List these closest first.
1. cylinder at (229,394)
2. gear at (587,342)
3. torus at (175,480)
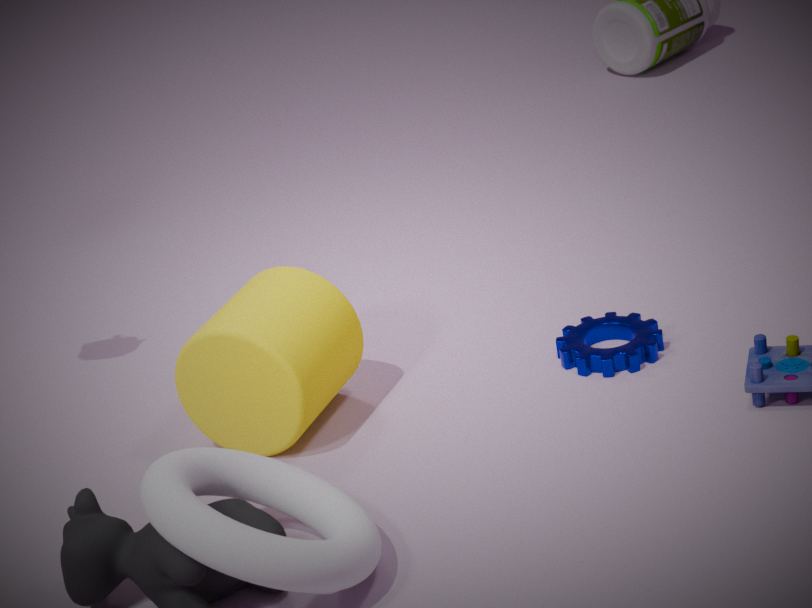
1. torus at (175,480)
2. cylinder at (229,394)
3. gear at (587,342)
